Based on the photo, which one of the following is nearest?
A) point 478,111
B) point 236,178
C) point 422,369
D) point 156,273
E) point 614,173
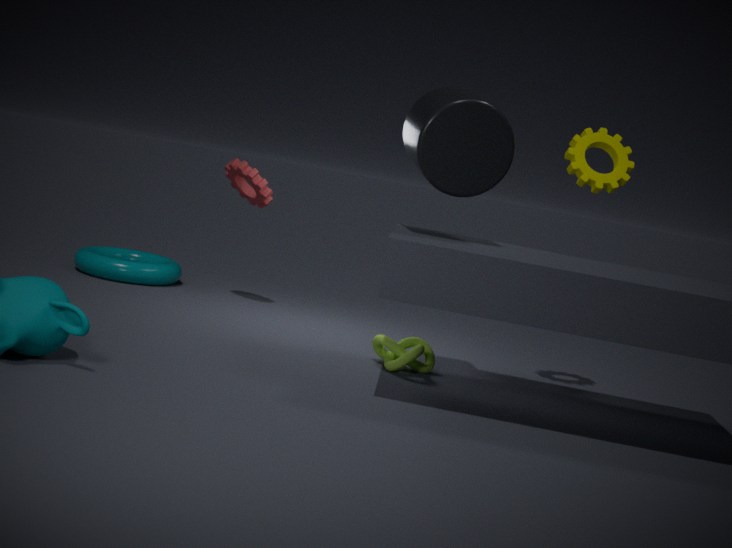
point 478,111
